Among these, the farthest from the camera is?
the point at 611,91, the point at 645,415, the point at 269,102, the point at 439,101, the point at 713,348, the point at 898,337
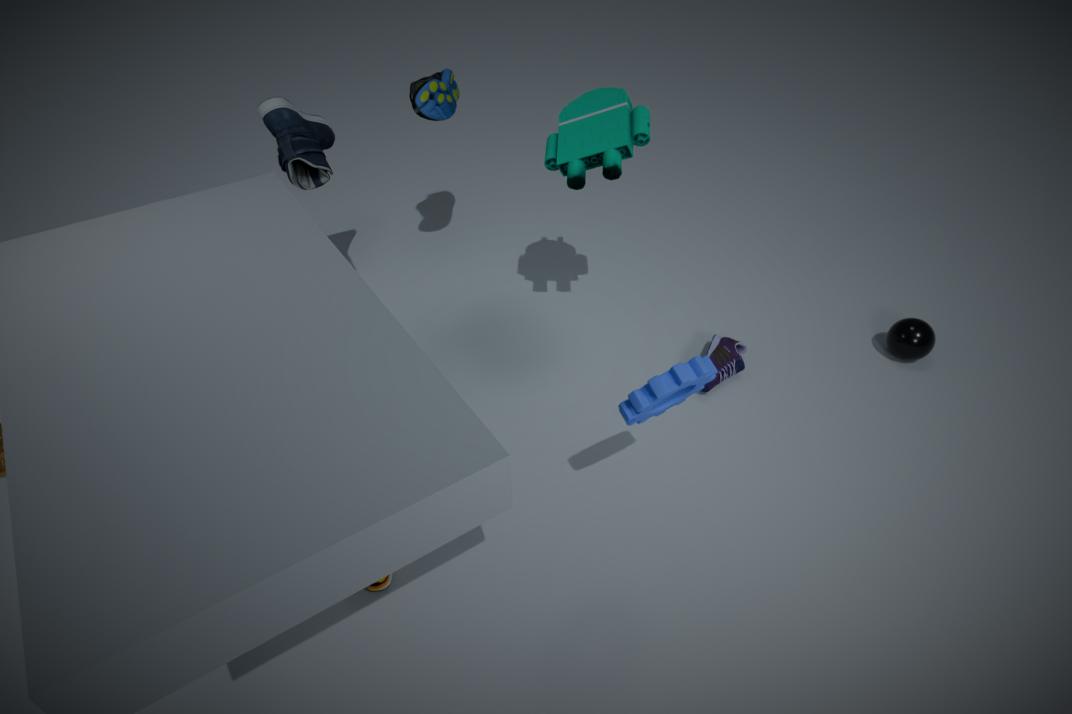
the point at 439,101
